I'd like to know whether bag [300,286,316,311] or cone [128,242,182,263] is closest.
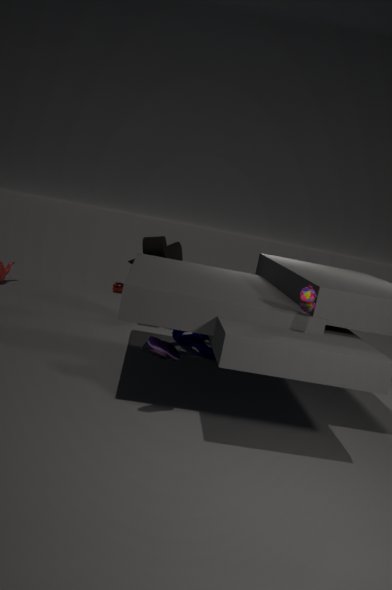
bag [300,286,316,311]
